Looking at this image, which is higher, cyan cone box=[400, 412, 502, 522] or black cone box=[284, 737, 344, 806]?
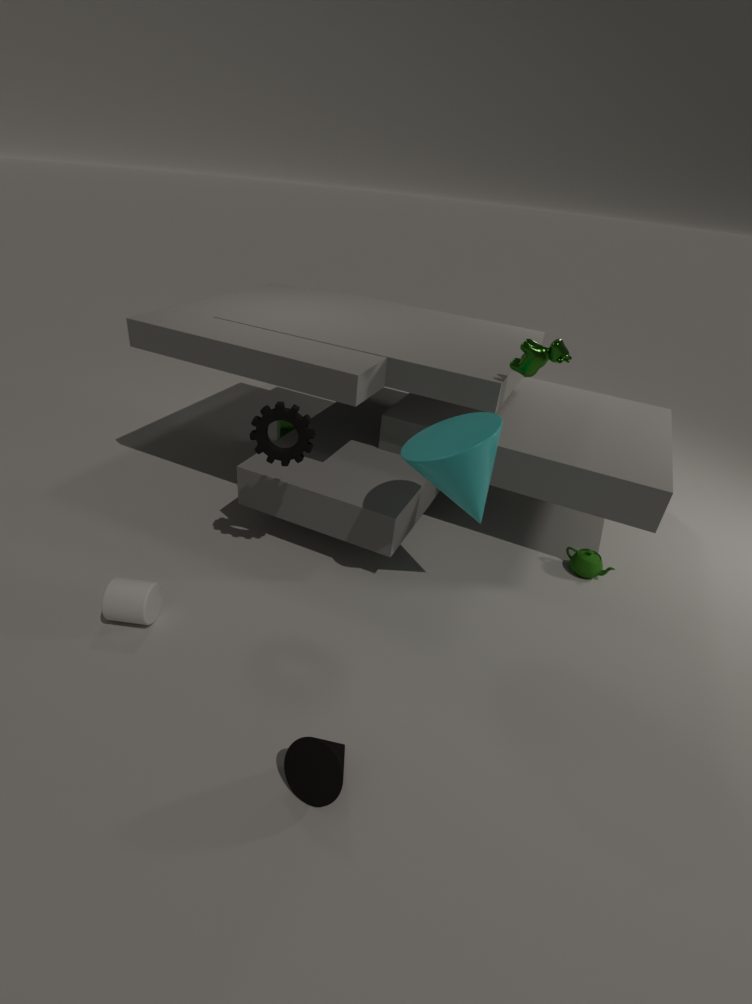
cyan cone box=[400, 412, 502, 522]
